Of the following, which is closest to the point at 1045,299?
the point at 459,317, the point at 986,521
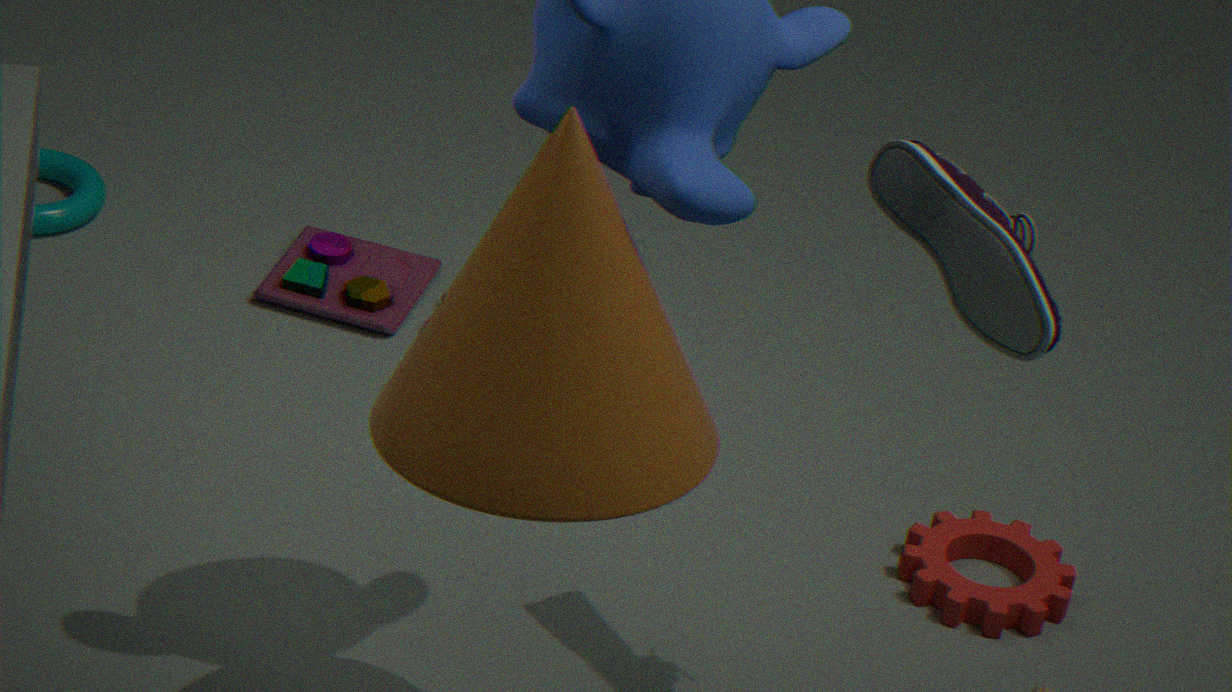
the point at 459,317
